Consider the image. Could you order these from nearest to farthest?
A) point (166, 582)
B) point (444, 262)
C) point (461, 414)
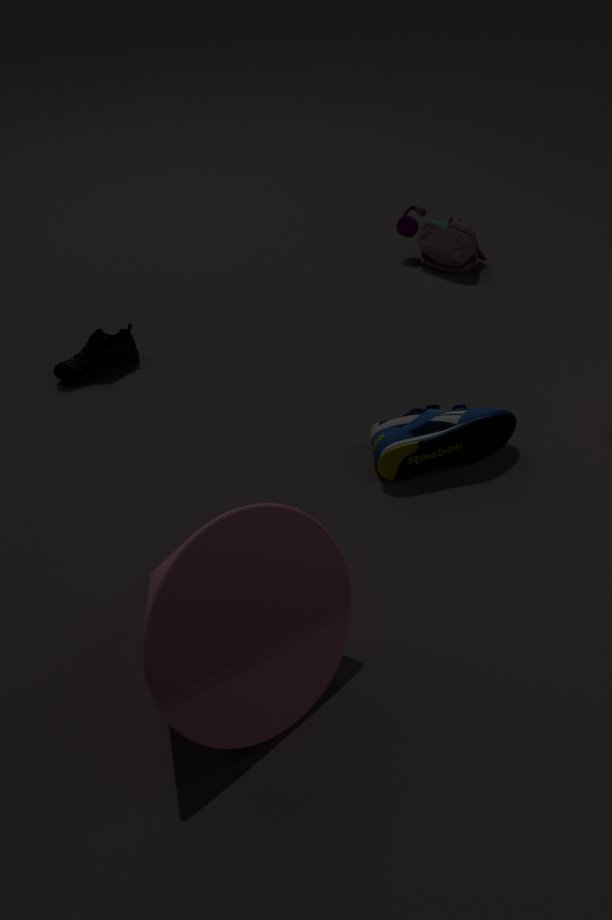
point (166, 582) < point (461, 414) < point (444, 262)
